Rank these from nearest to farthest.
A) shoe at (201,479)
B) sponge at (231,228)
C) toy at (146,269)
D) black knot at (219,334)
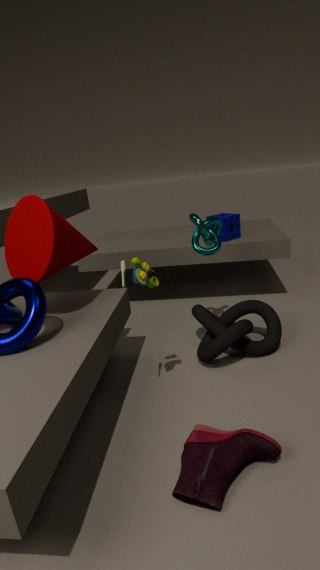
1. shoe at (201,479)
2. toy at (146,269)
3. black knot at (219,334)
4. sponge at (231,228)
